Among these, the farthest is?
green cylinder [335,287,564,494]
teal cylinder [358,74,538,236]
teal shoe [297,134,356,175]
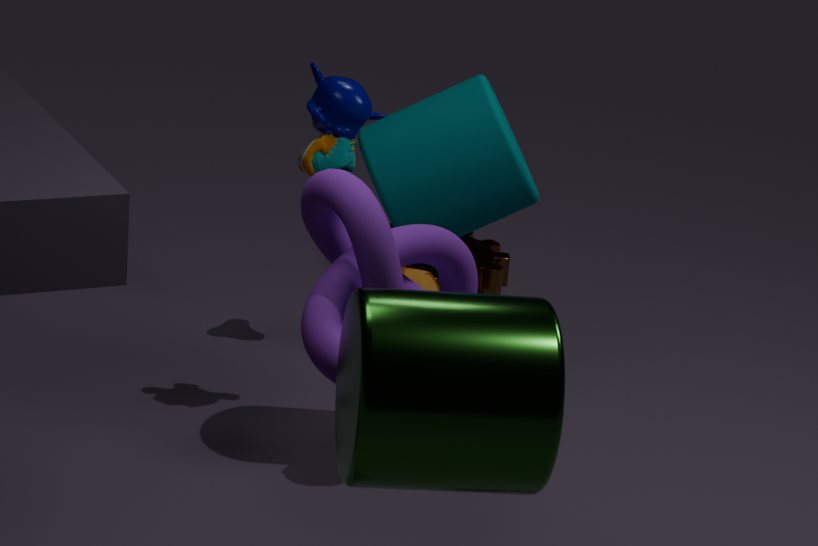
teal shoe [297,134,356,175]
